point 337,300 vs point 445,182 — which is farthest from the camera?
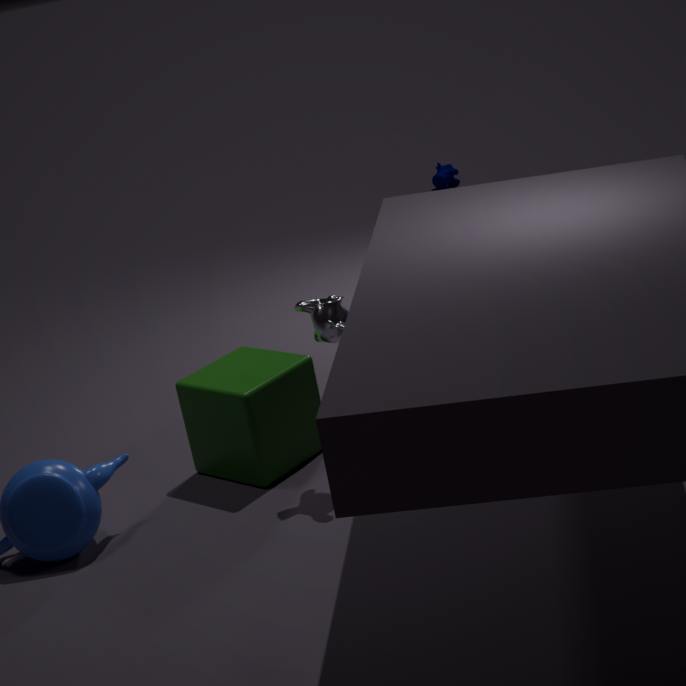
point 445,182
